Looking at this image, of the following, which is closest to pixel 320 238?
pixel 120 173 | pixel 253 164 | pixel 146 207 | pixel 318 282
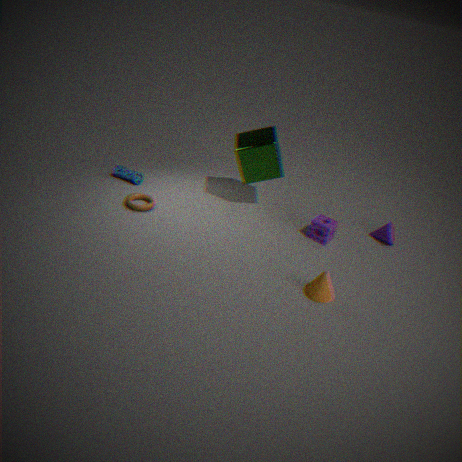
pixel 318 282
